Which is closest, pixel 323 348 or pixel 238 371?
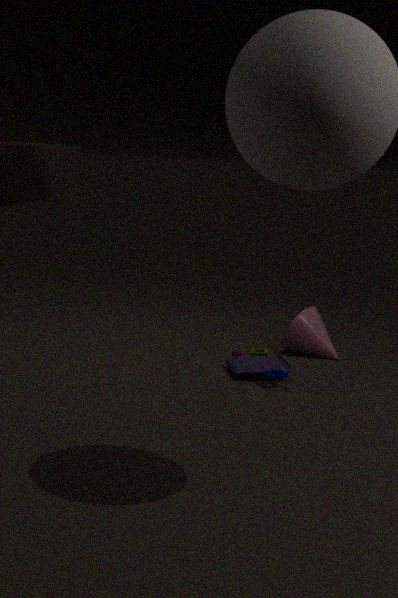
pixel 238 371
